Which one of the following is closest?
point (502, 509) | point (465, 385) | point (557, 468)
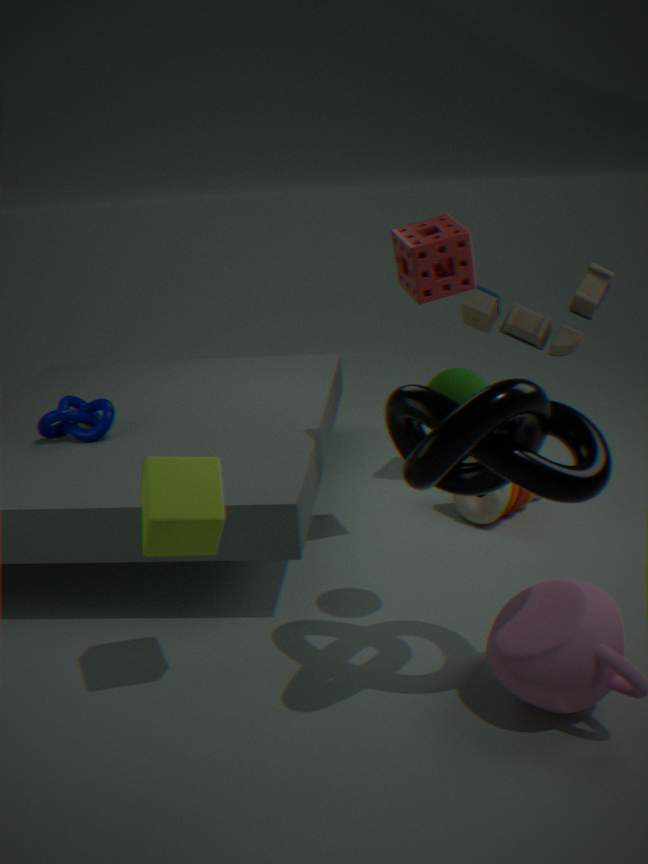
point (557, 468)
